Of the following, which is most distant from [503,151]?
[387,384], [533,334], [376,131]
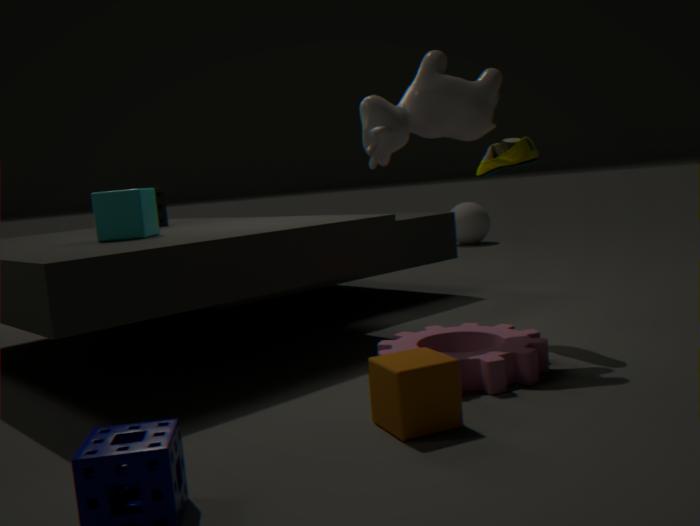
[387,384]
